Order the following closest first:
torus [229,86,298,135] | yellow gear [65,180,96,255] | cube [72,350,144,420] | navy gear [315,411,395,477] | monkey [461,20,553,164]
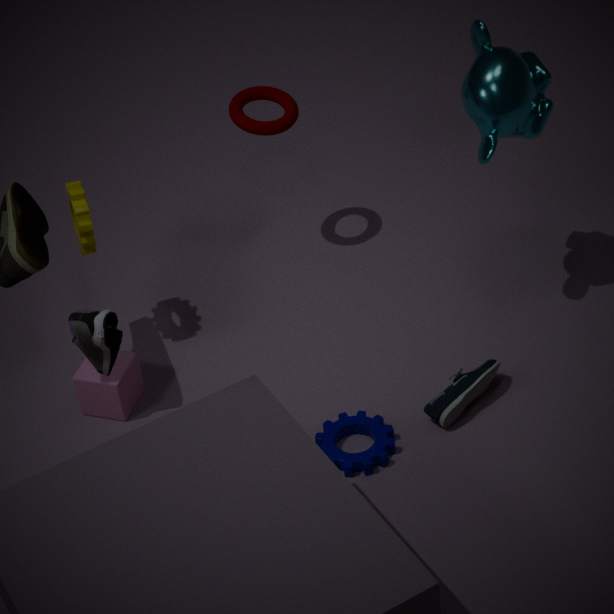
navy gear [315,411,395,477], monkey [461,20,553,164], cube [72,350,144,420], yellow gear [65,180,96,255], torus [229,86,298,135]
